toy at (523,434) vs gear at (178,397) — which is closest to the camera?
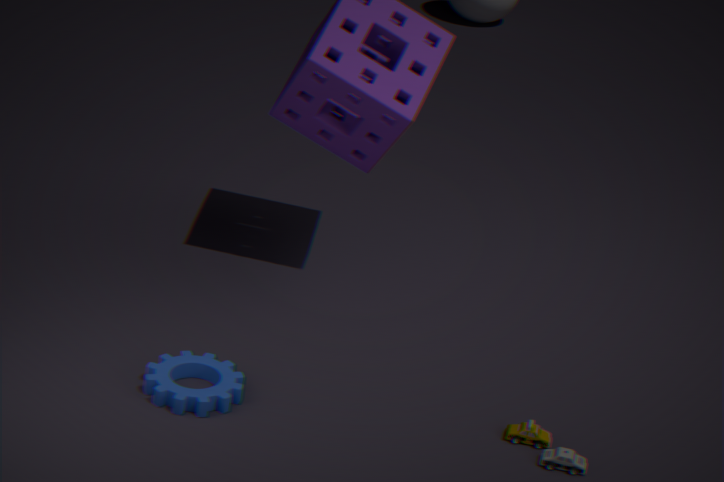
toy at (523,434)
